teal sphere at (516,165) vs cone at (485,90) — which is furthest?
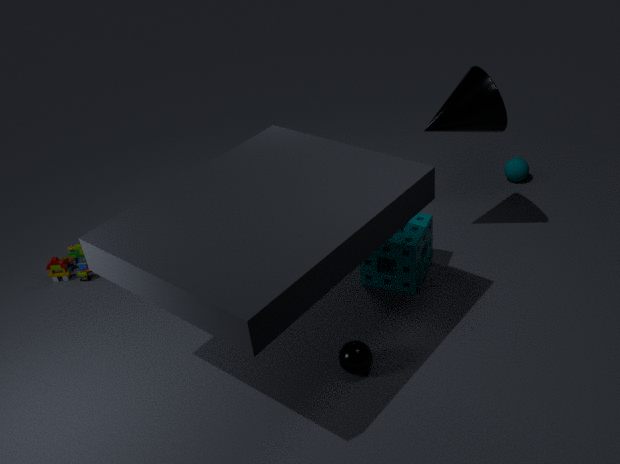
teal sphere at (516,165)
